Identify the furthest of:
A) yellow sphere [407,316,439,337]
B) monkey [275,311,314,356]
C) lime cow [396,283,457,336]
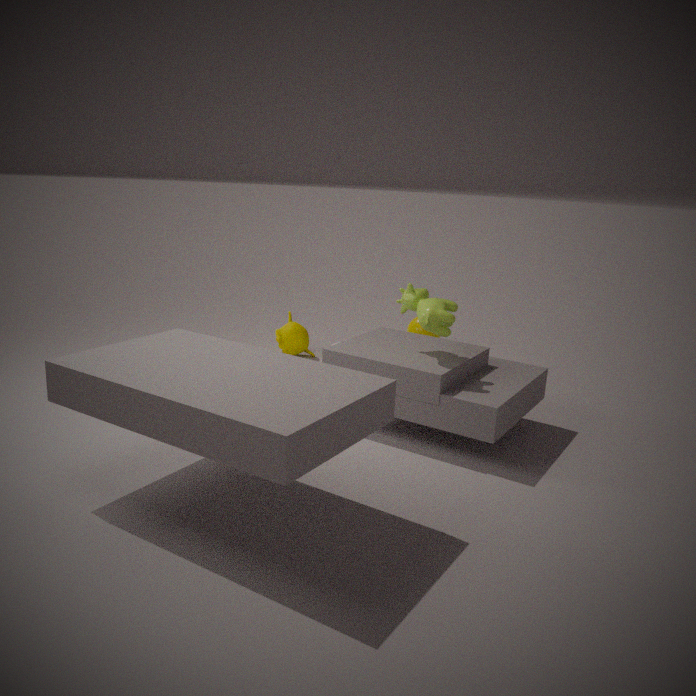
yellow sphere [407,316,439,337]
